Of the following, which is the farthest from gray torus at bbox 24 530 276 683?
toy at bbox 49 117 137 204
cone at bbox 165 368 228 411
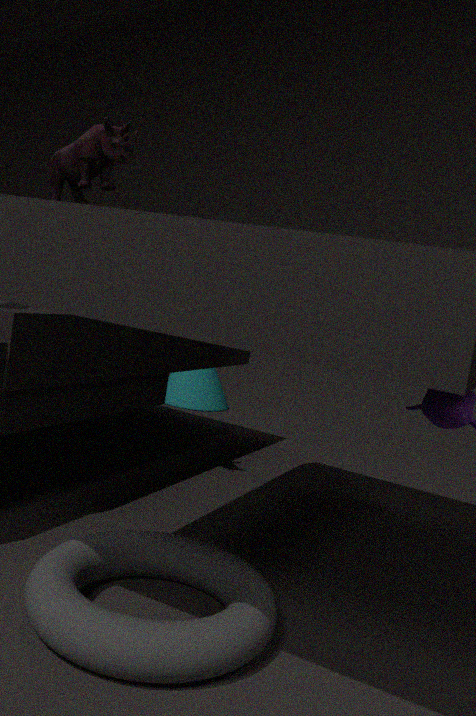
cone at bbox 165 368 228 411
